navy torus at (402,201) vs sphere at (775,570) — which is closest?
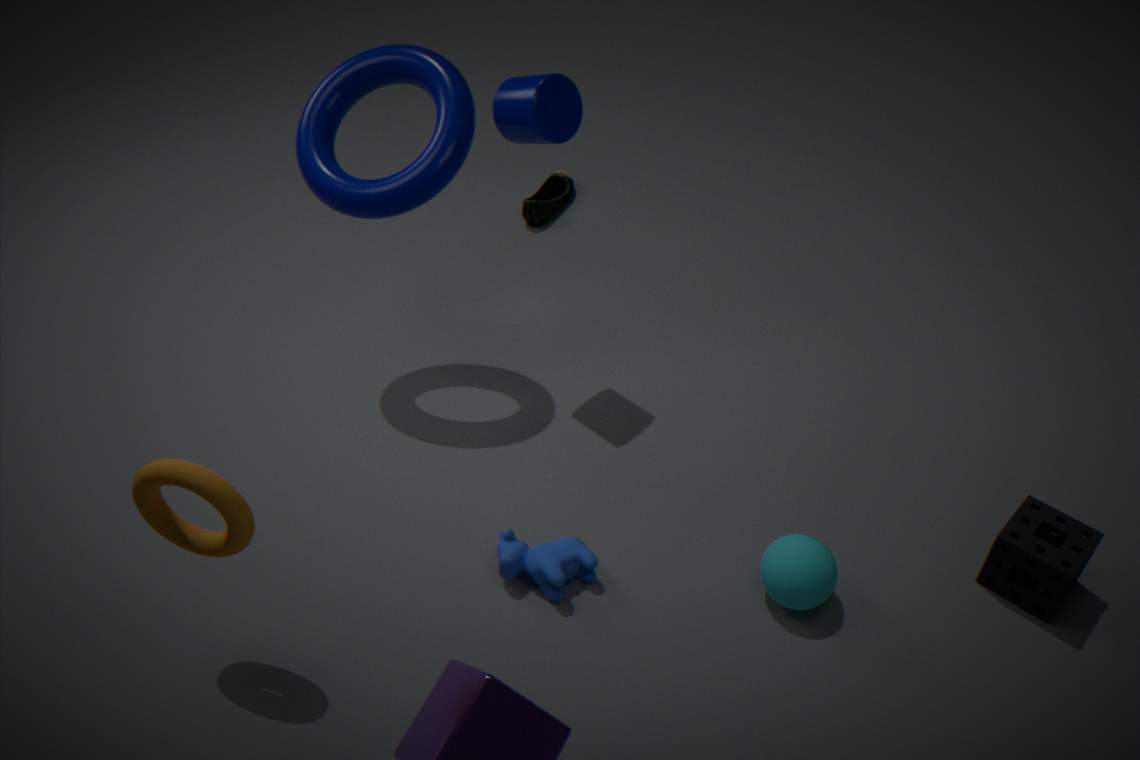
sphere at (775,570)
